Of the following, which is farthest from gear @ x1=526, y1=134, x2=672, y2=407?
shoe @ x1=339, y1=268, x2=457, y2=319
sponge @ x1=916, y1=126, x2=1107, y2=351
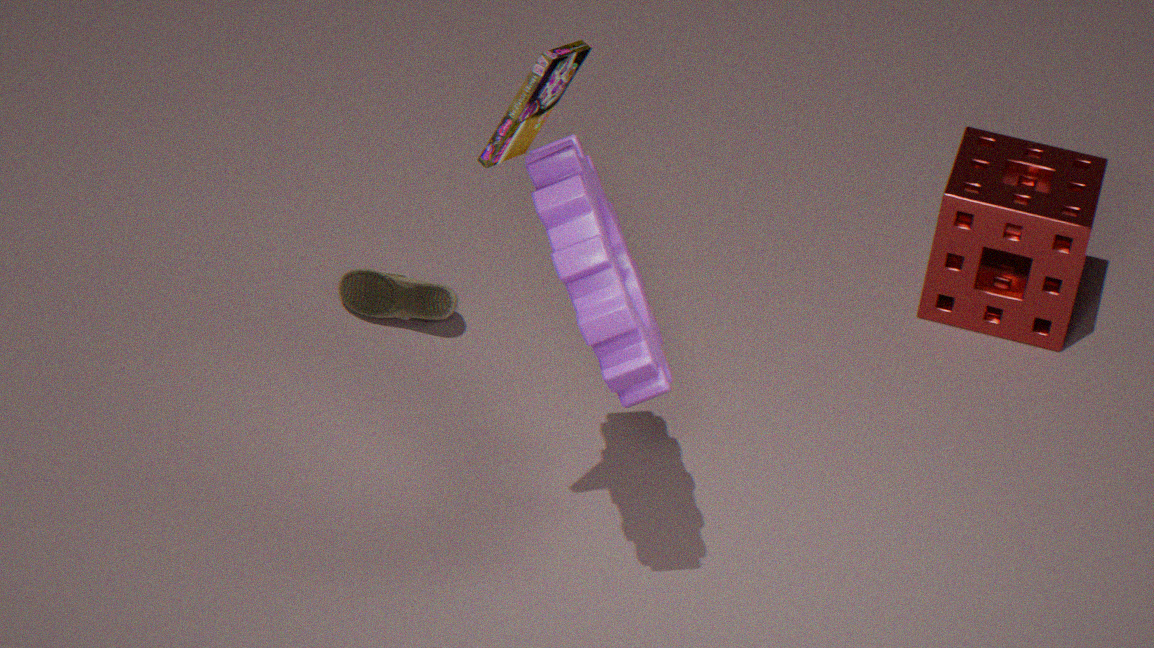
sponge @ x1=916, y1=126, x2=1107, y2=351
